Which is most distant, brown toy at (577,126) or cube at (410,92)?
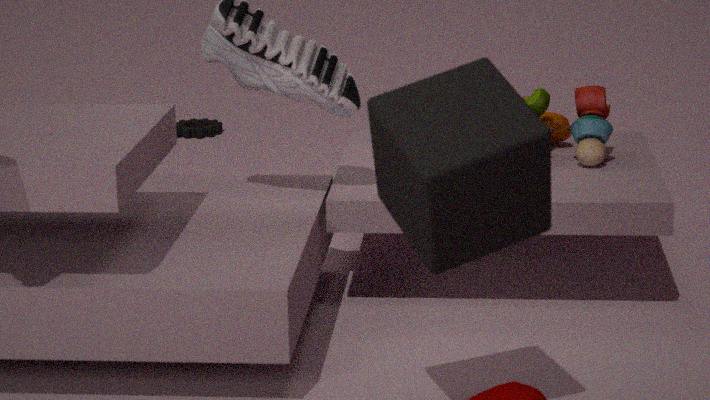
brown toy at (577,126)
